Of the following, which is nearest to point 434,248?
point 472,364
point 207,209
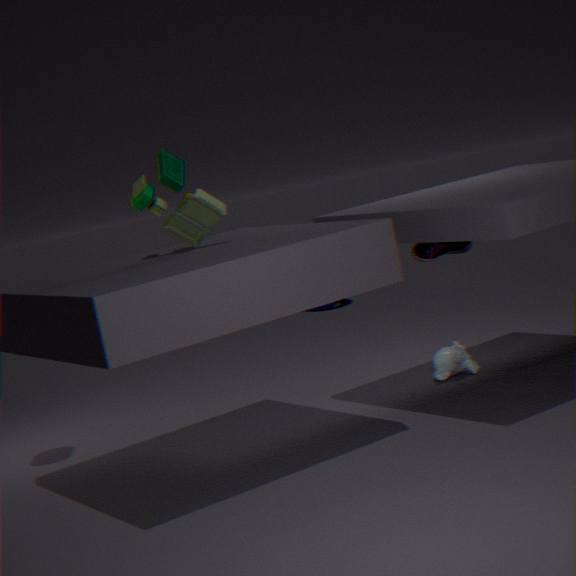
point 472,364
